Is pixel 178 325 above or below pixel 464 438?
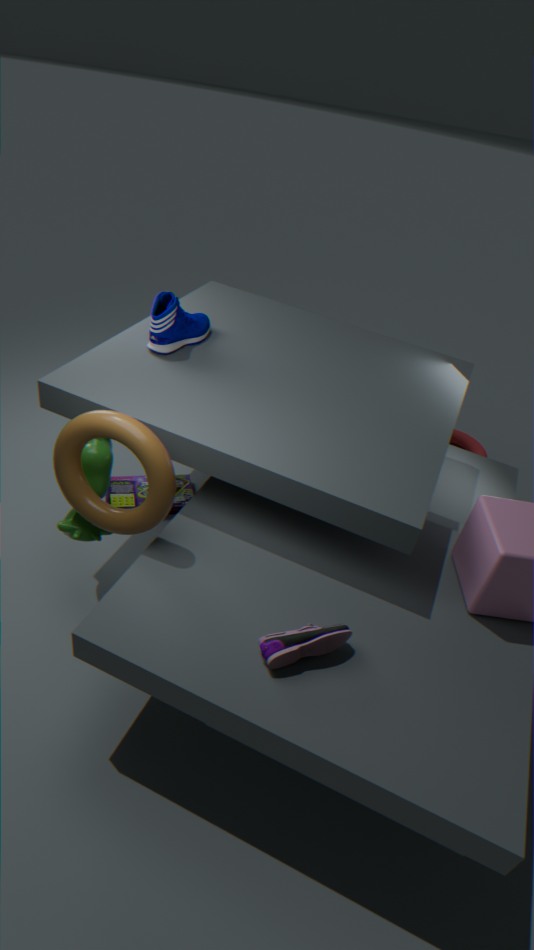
above
